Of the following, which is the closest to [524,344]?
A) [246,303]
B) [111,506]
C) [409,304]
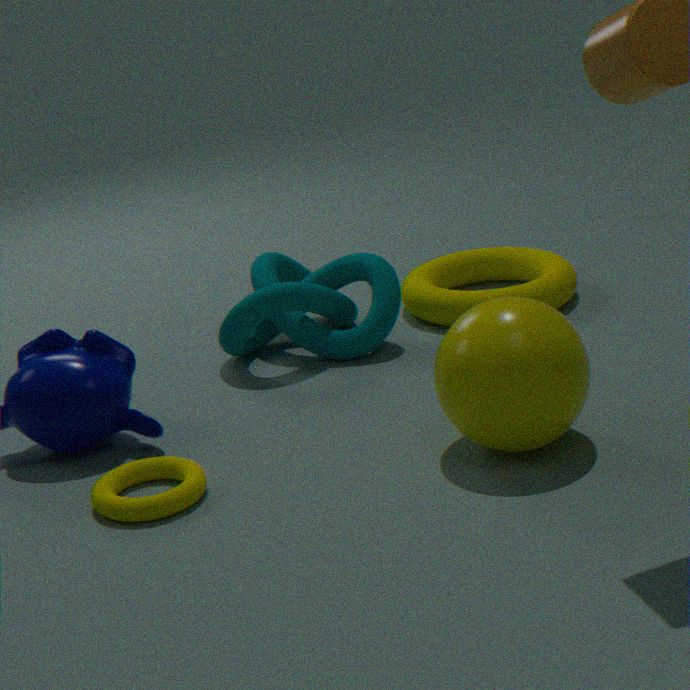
[111,506]
